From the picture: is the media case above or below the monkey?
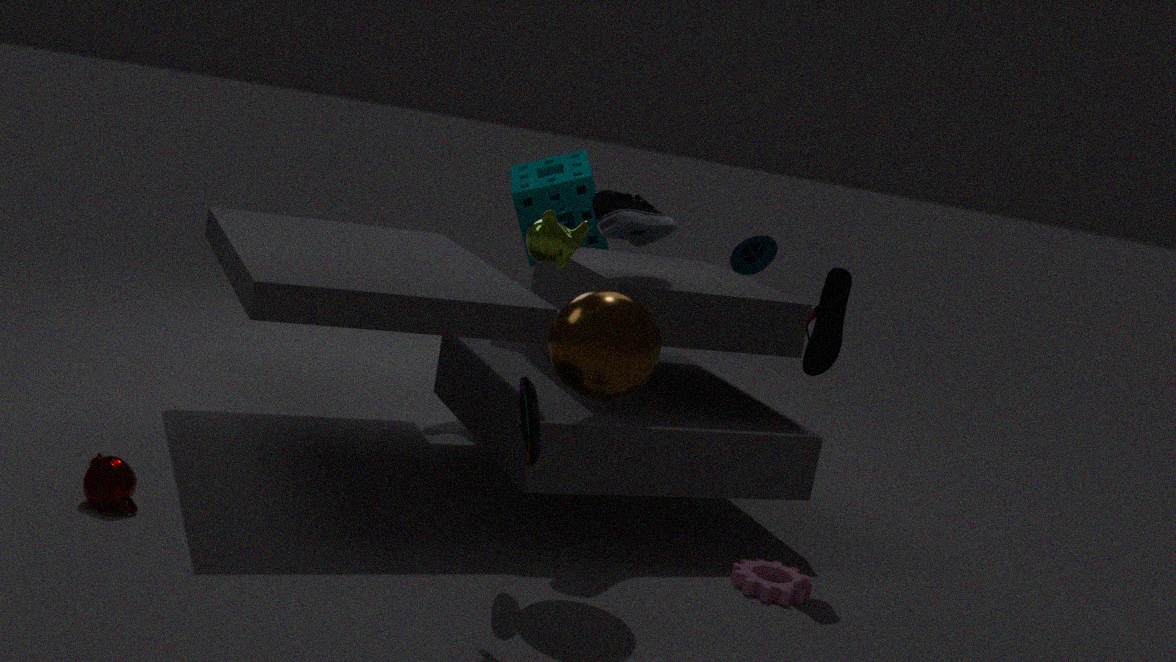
below
